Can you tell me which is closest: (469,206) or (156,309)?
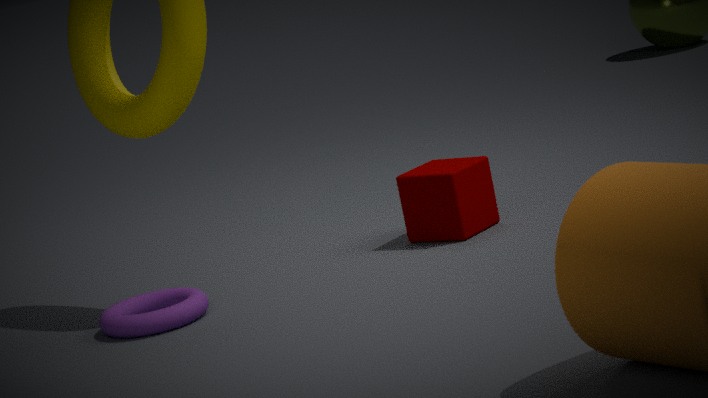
(156,309)
